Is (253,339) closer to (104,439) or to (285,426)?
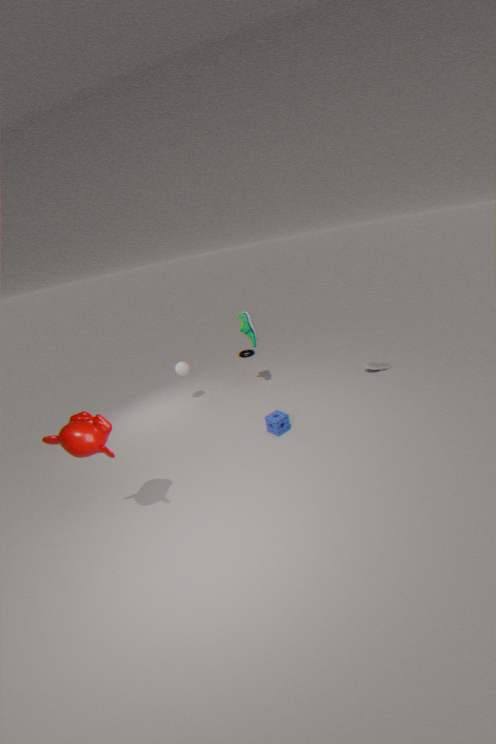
(285,426)
